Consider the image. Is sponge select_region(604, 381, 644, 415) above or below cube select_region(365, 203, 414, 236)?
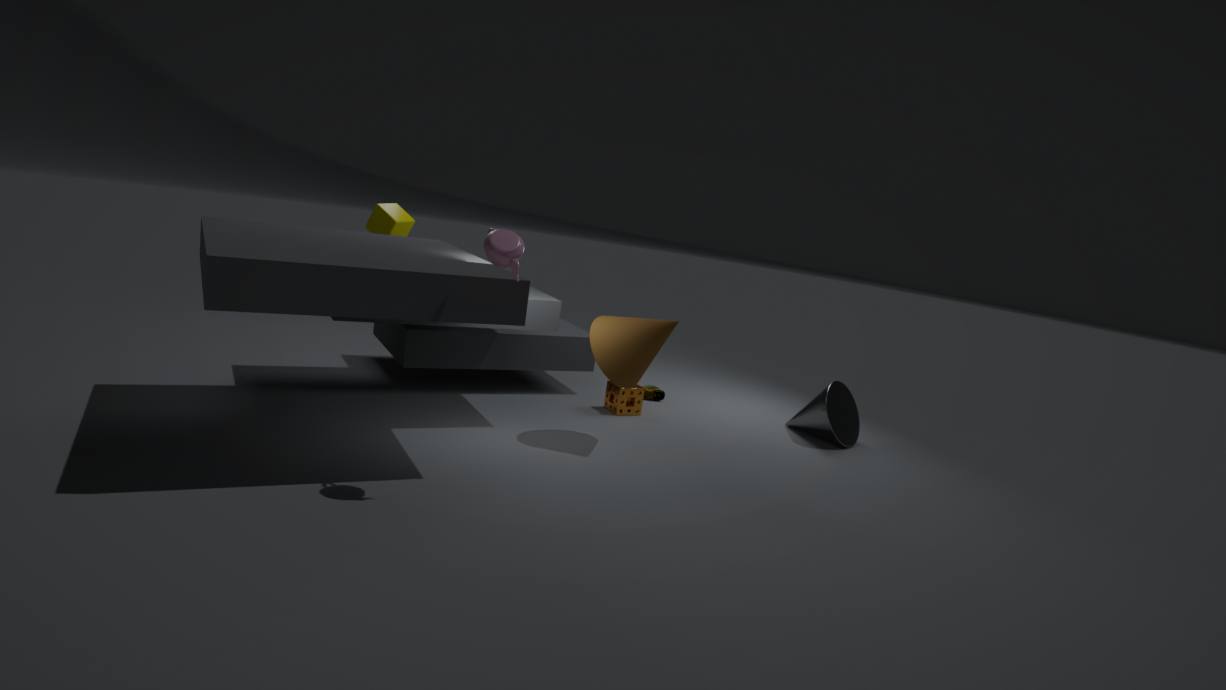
below
